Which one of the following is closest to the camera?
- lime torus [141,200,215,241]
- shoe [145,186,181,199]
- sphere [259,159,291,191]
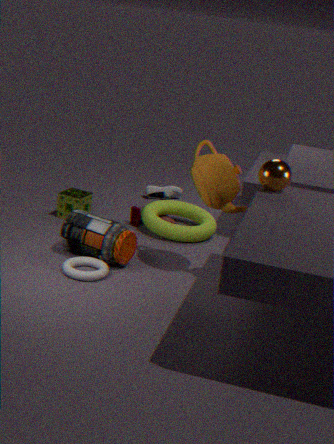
sphere [259,159,291,191]
